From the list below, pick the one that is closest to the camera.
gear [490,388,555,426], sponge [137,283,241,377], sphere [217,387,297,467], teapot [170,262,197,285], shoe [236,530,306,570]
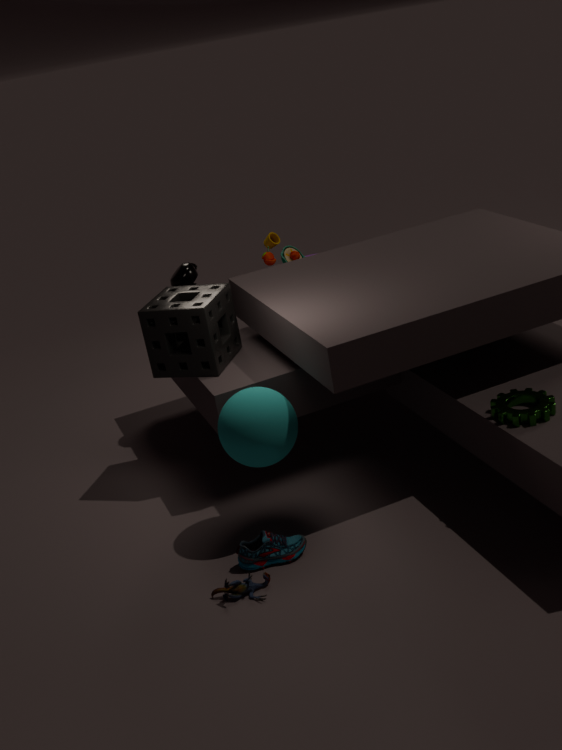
gear [490,388,555,426]
